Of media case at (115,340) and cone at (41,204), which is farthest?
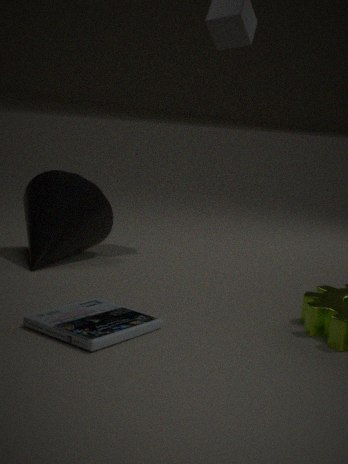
cone at (41,204)
